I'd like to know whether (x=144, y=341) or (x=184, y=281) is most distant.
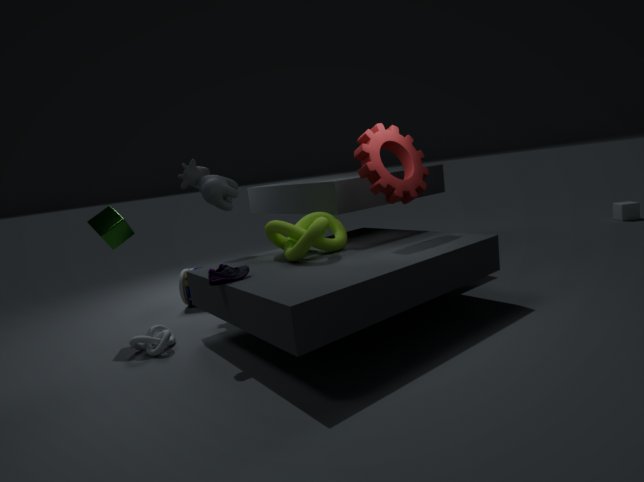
(x=184, y=281)
